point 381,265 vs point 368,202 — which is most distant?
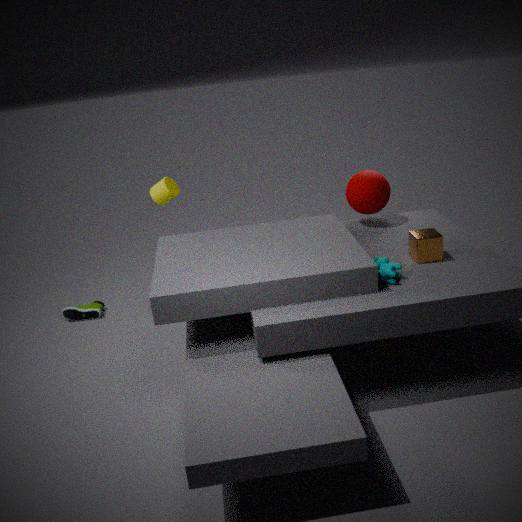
point 368,202
